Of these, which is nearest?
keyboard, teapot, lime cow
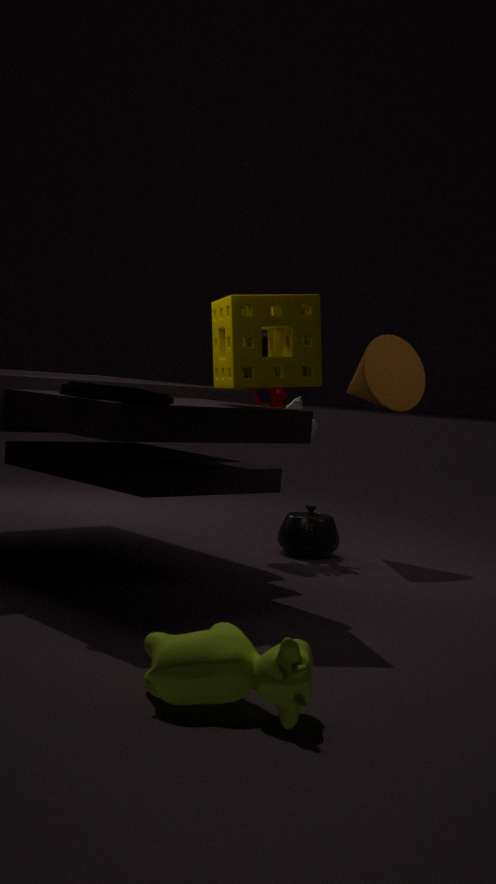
lime cow
